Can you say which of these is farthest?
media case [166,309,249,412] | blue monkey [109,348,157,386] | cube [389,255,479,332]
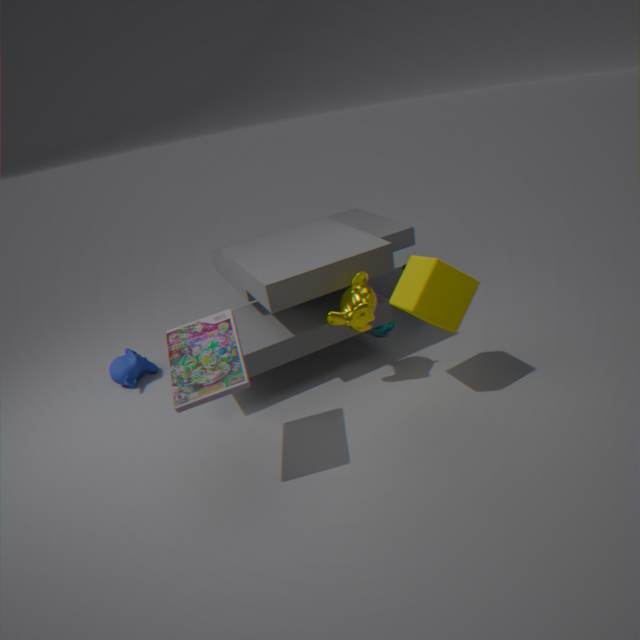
blue monkey [109,348,157,386]
